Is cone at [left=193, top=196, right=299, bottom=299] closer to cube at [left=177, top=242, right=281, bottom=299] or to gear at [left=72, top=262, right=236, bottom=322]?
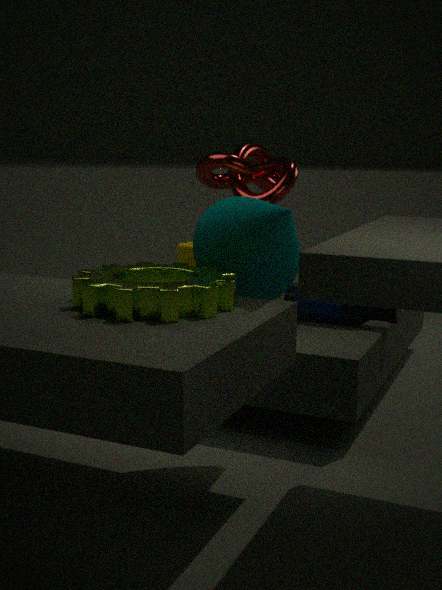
gear at [left=72, top=262, right=236, bottom=322]
